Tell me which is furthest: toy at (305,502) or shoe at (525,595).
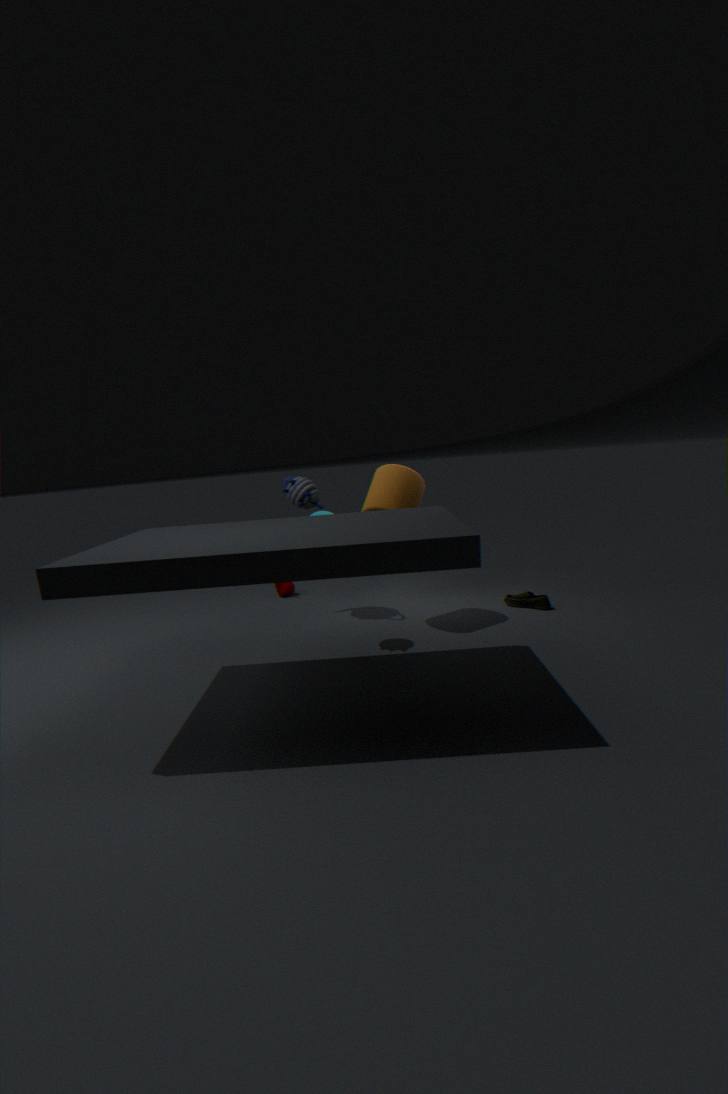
shoe at (525,595)
